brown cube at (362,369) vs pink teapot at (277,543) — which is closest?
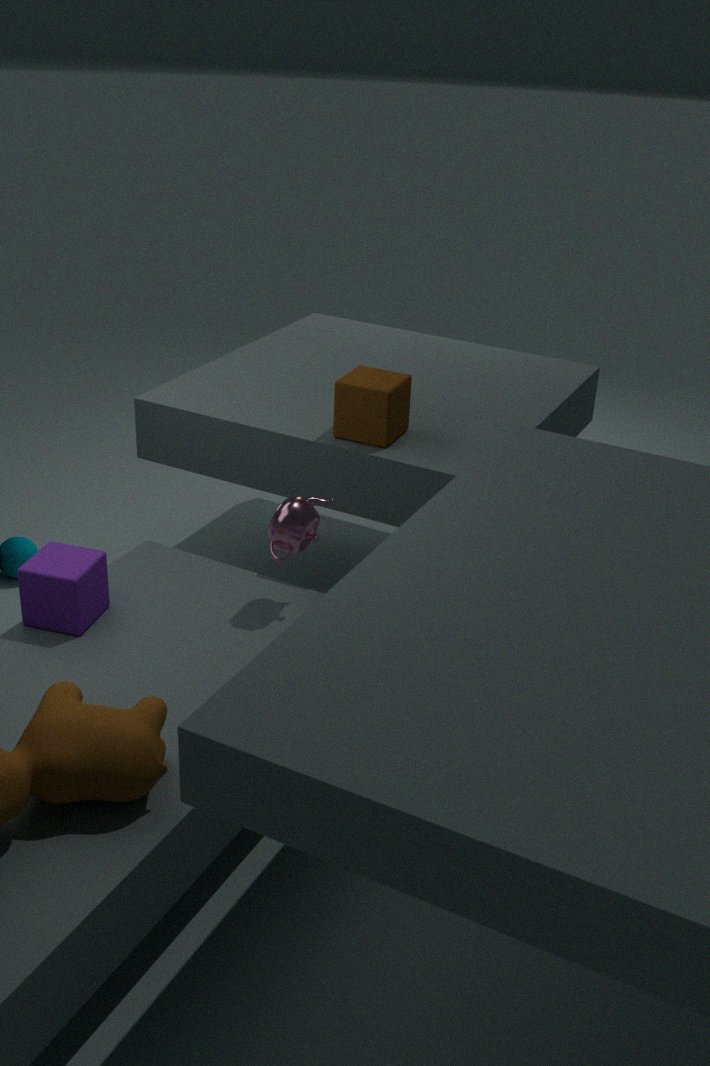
pink teapot at (277,543)
